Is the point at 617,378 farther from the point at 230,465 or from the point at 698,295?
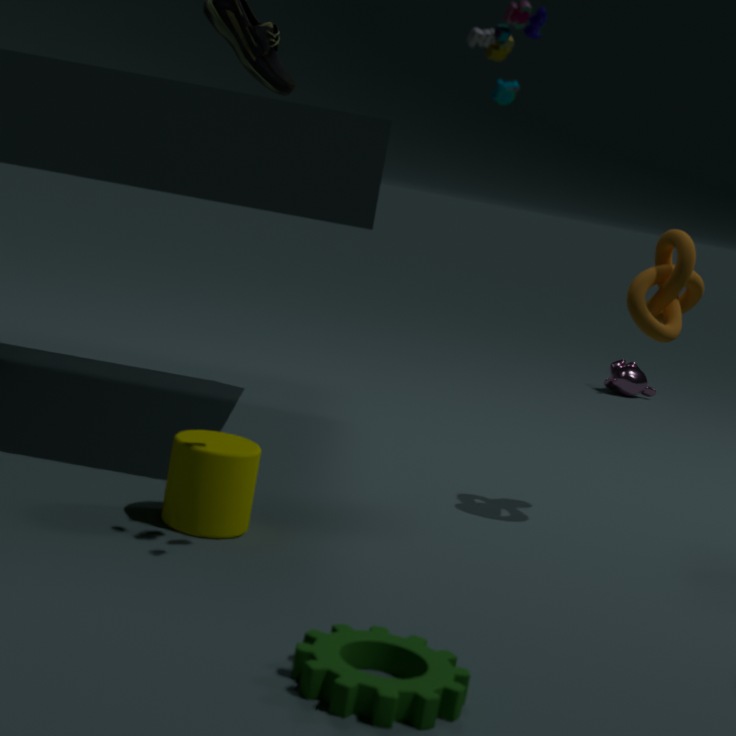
the point at 230,465
